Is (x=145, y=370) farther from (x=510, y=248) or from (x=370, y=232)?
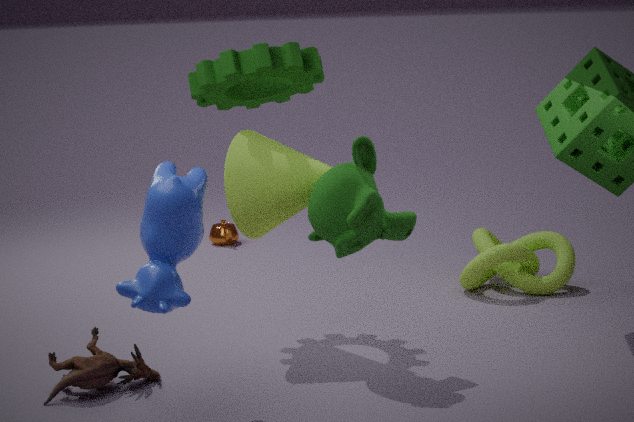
(x=510, y=248)
